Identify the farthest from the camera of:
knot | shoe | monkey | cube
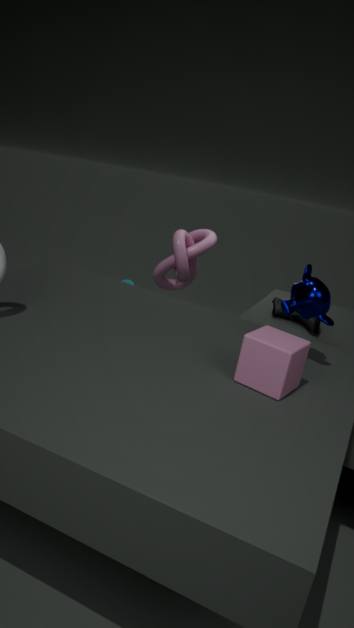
knot
